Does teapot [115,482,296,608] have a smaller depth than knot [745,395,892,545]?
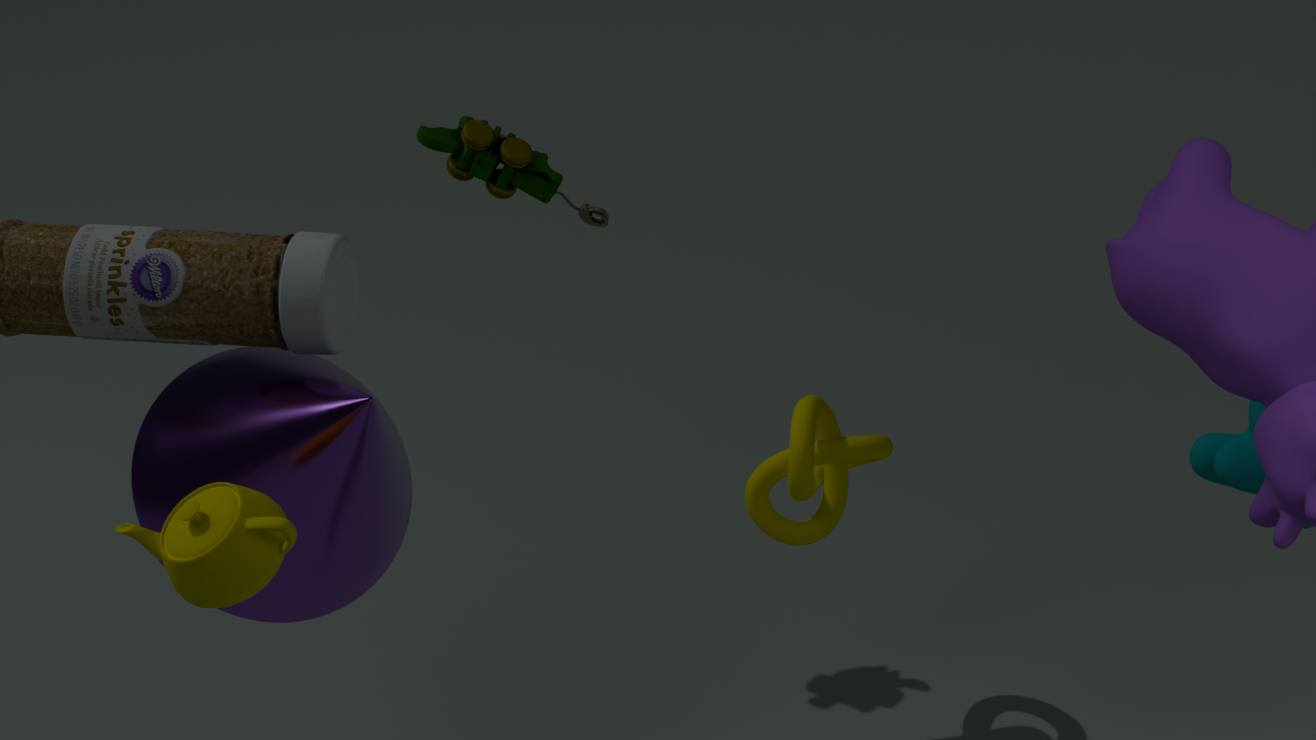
Yes
